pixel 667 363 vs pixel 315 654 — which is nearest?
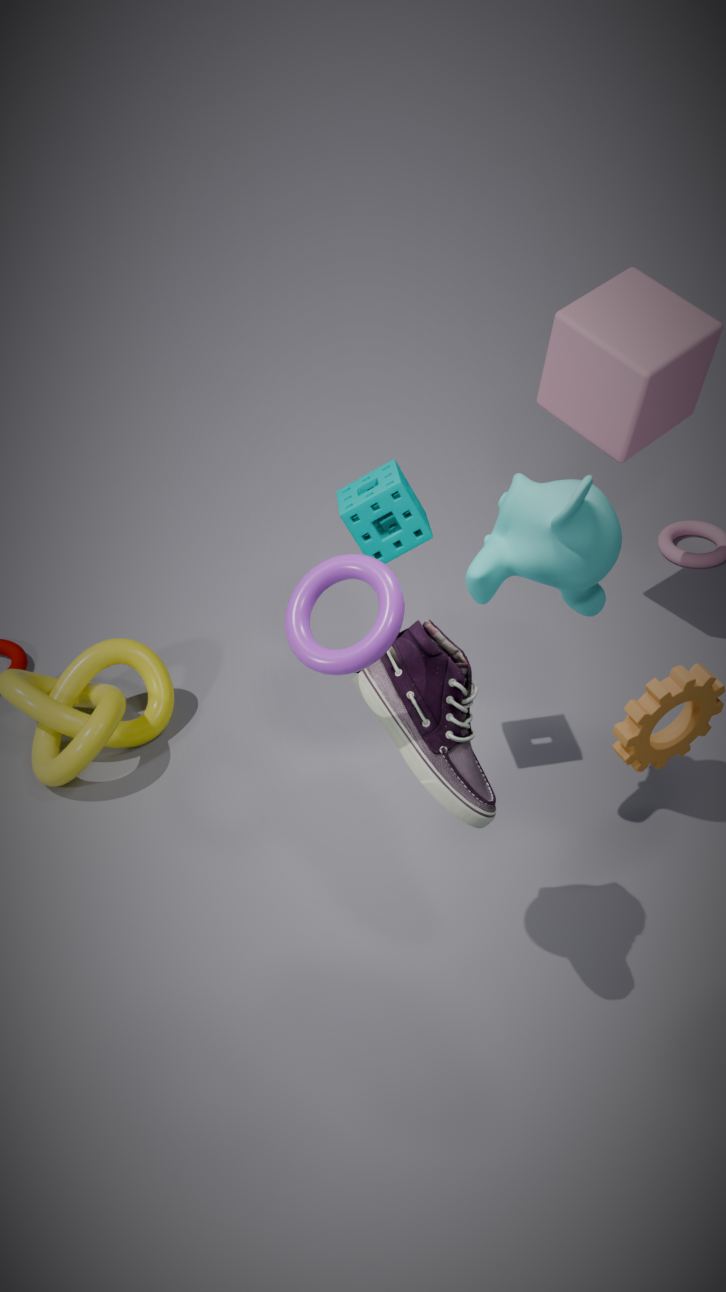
pixel 315 654
